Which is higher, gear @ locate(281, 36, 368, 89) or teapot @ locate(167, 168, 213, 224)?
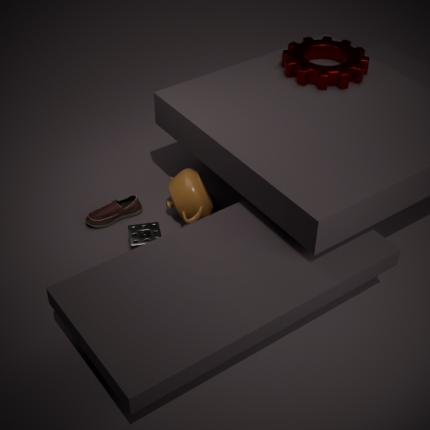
gear @ locate(281, 36, 368, 89)
